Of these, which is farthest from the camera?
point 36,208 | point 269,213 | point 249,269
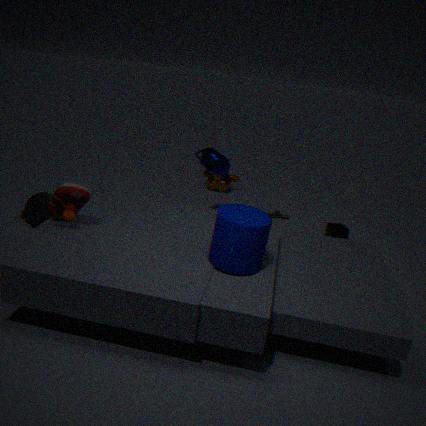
point 269,213
